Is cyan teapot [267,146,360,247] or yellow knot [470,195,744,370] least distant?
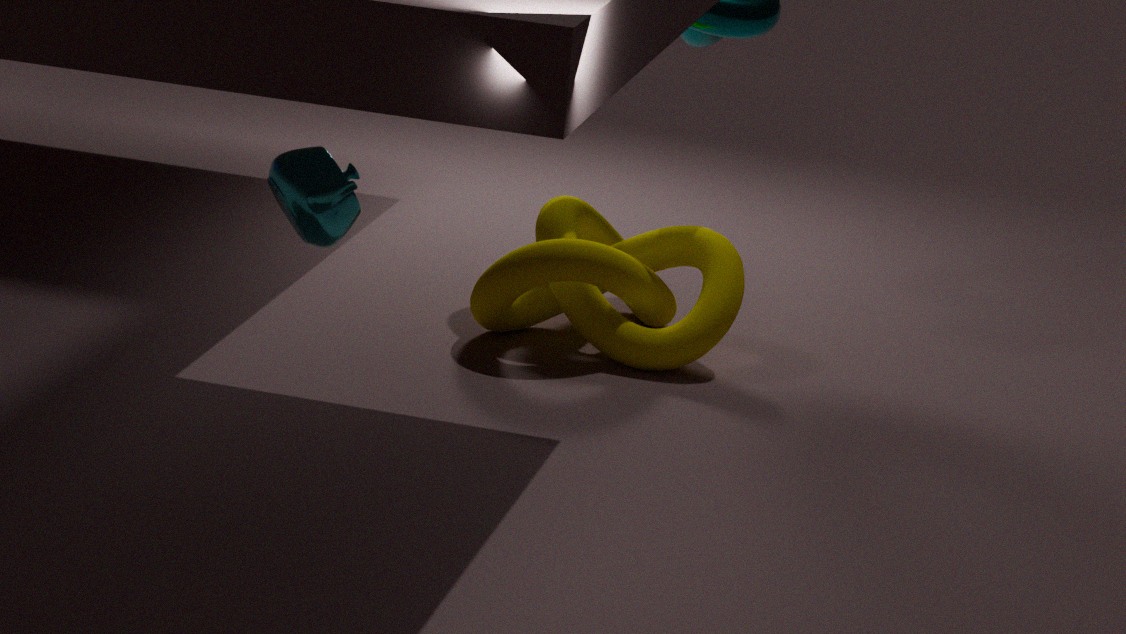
cyan teapot [267,146,360,247]
